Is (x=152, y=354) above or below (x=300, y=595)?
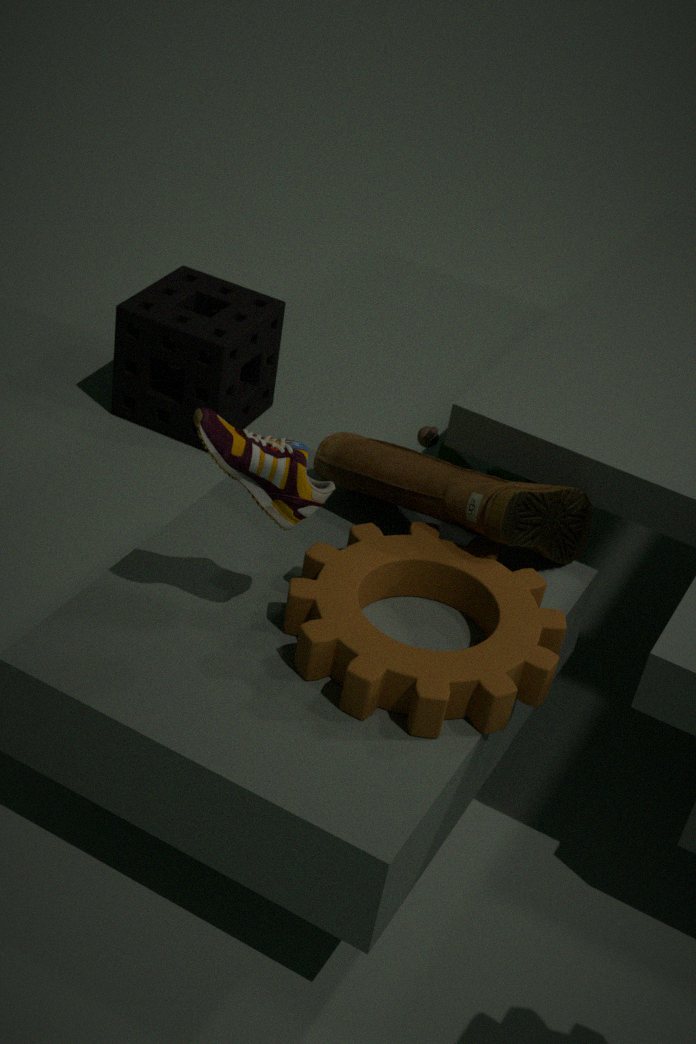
below
